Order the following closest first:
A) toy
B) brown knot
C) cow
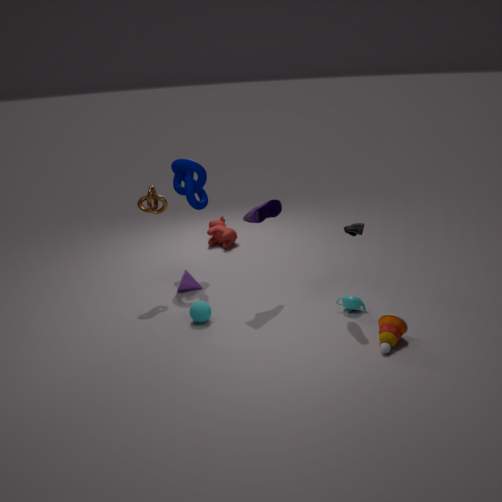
toy < brown knot < cow
